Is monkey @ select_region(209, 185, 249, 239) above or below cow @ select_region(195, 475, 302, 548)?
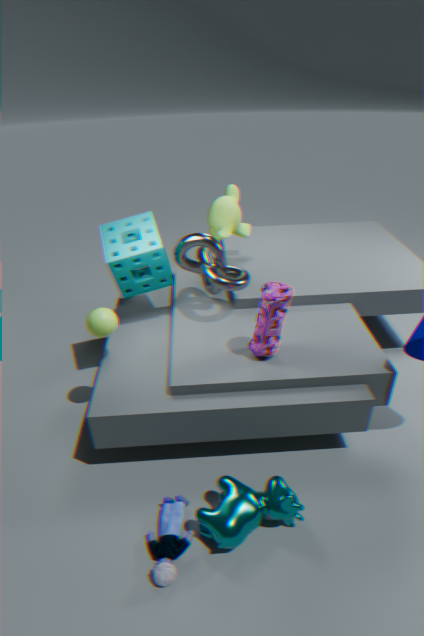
above
